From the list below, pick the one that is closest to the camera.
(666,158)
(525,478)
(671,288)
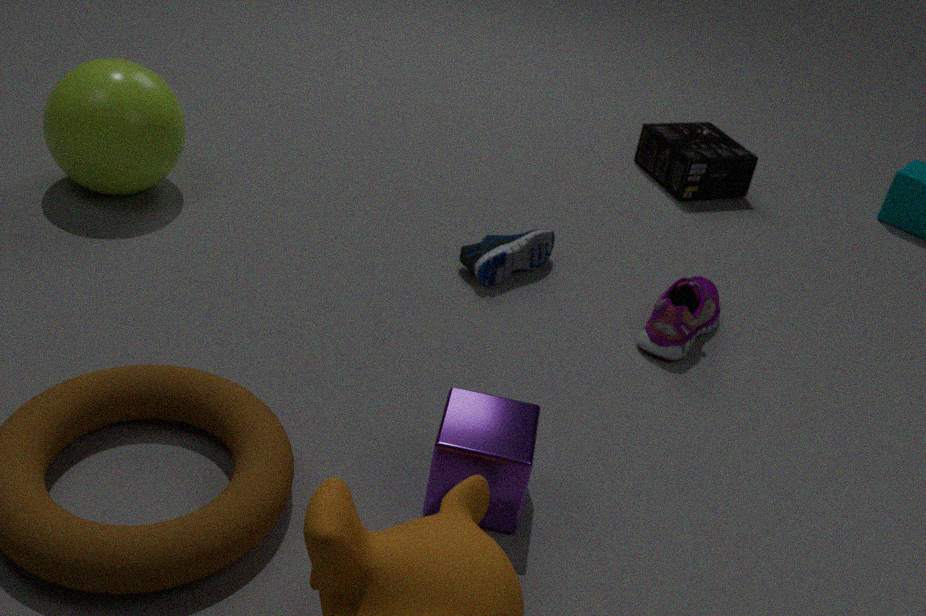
(525,478)
